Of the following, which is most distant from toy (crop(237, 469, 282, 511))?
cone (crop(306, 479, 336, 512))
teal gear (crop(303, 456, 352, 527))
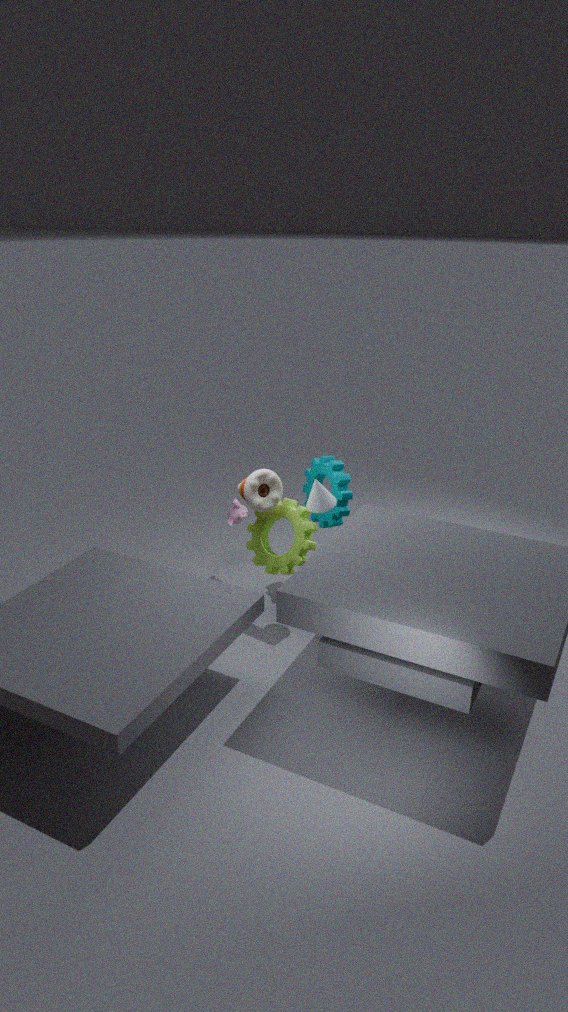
teal gear (crop(303, 456, 352, 527))
